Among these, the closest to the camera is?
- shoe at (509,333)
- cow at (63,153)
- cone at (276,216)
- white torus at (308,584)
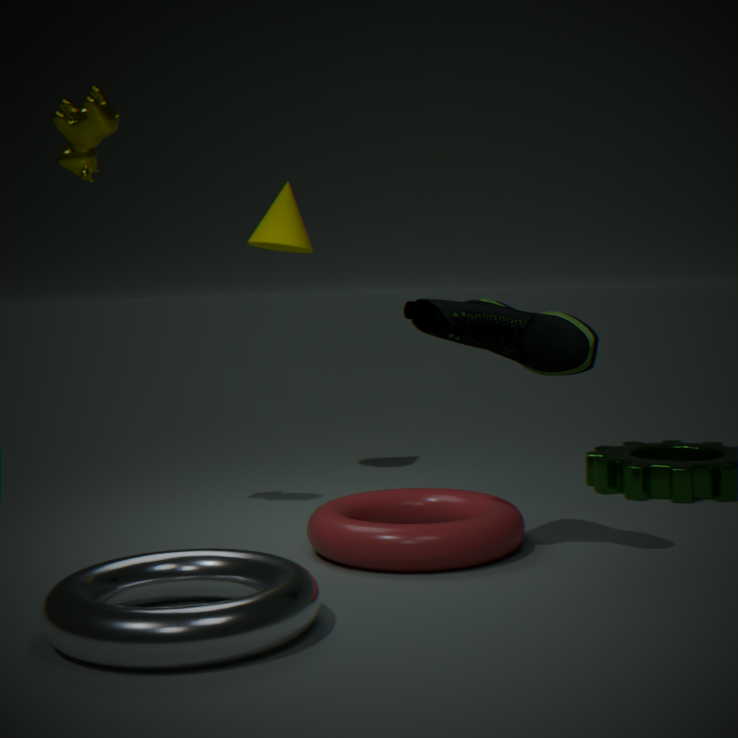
white torus at (308,584)
